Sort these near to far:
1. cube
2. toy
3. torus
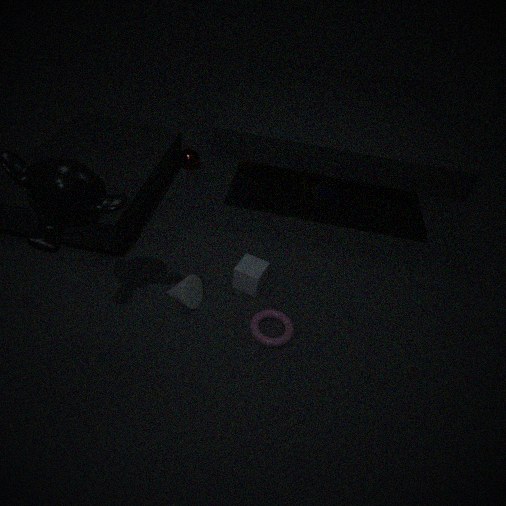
torus
cube
toy
